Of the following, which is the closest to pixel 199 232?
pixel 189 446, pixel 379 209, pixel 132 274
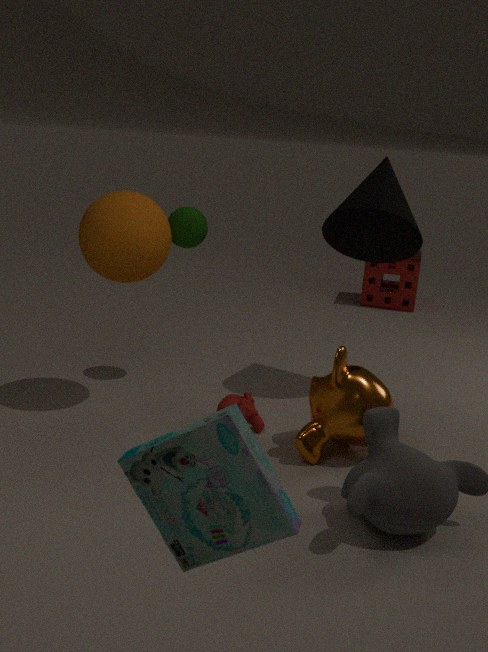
pixel 132 274
